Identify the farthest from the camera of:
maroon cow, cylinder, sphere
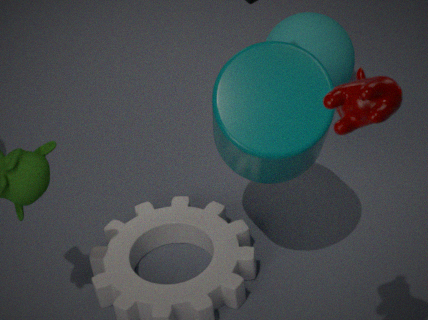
sphere
